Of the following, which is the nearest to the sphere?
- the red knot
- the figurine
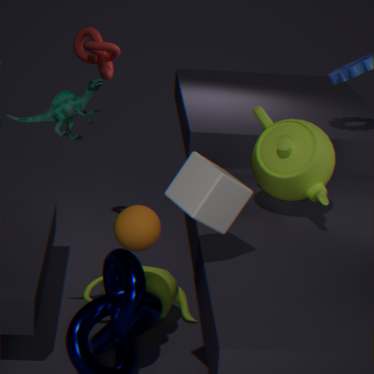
the figurine
